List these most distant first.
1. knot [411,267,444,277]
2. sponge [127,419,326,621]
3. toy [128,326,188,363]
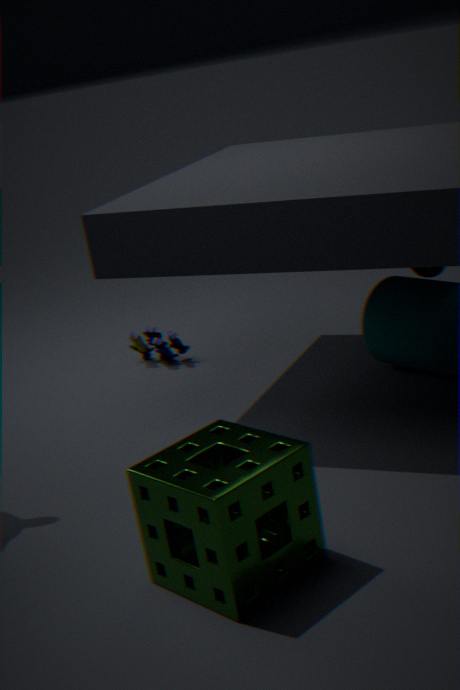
toy [128,326,188,363] → knot [411,267,444,277] → sponge [127,419,326,621]
